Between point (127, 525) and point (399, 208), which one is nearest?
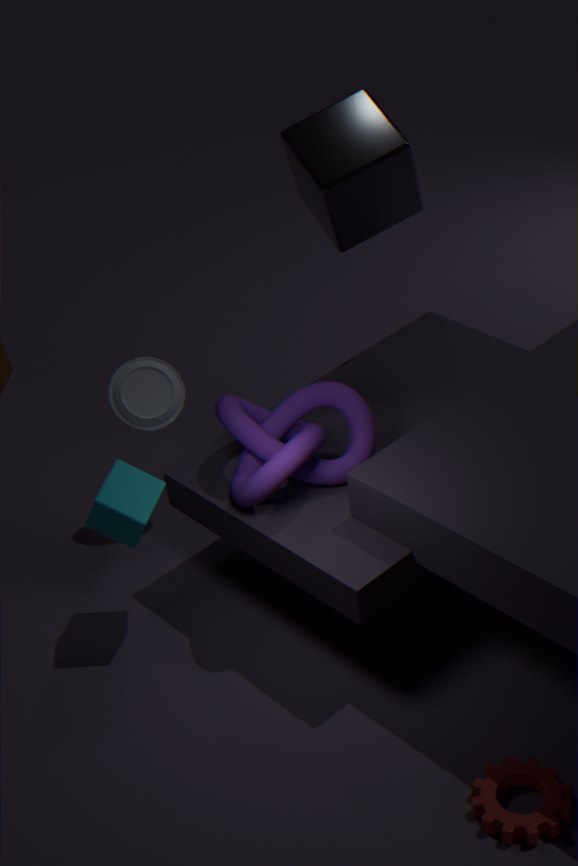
point (127, 525)
